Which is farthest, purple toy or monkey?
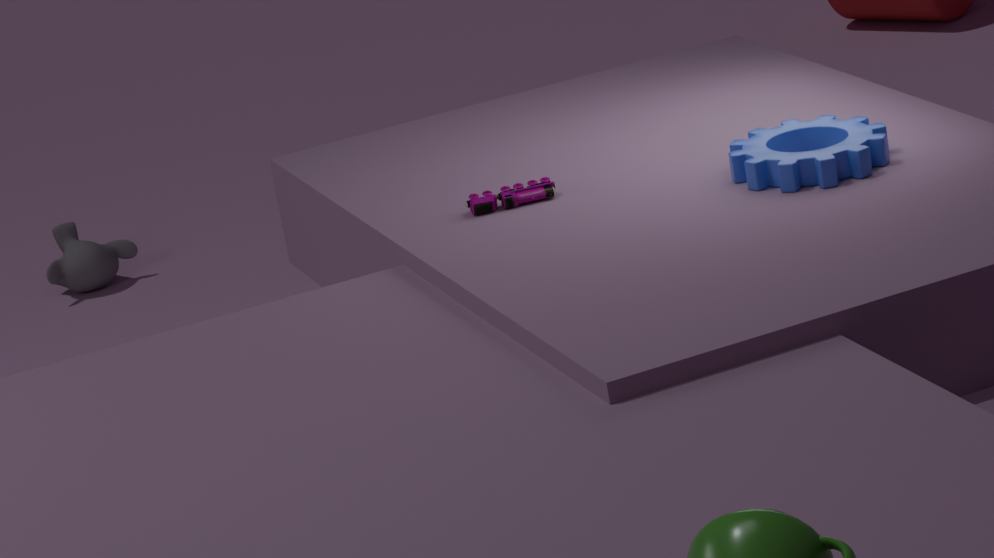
monkey
